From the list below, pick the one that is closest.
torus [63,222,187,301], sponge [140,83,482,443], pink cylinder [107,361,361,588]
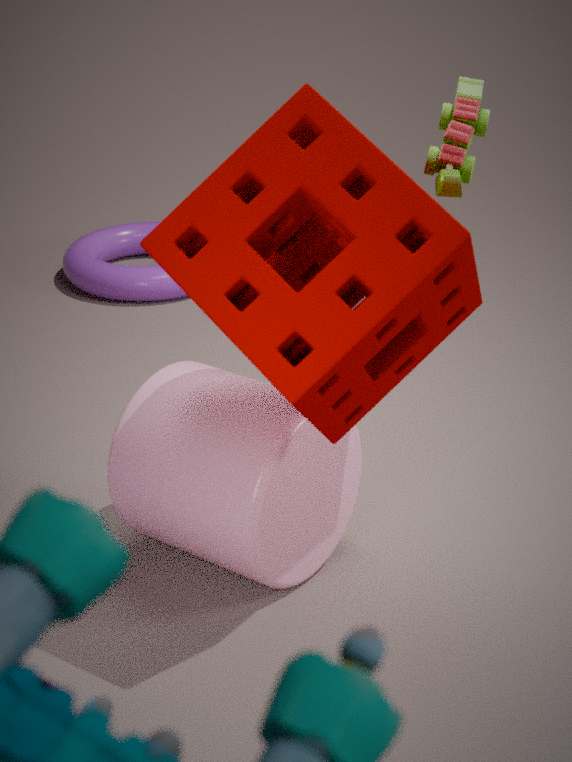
sponge [140,83,482,443]
